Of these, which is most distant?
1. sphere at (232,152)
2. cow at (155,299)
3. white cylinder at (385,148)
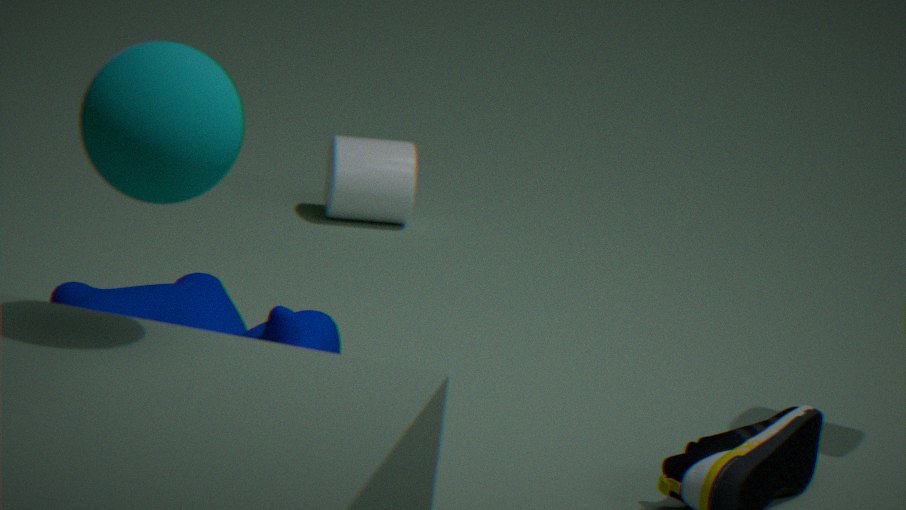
white cylinder at (385,148)
